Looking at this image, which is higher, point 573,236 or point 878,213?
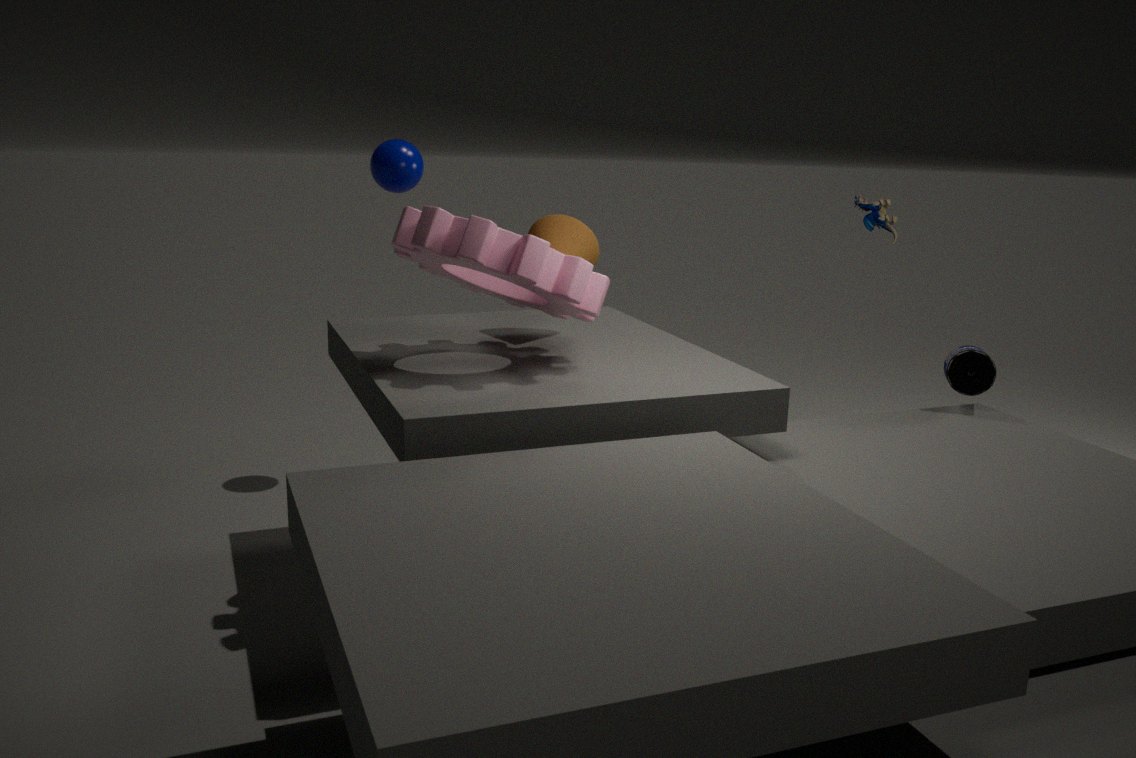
point 878,213
